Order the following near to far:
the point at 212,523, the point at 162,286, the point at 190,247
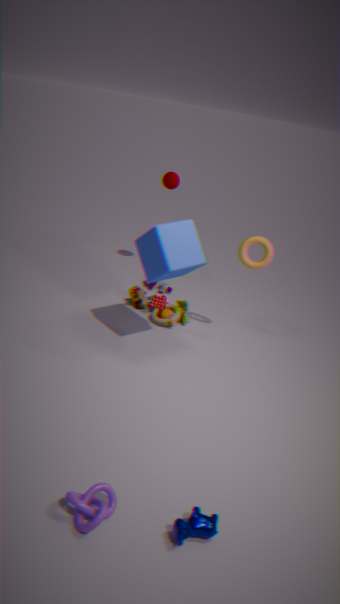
1. the point at 212,523
2. the point at 190,247
3. the point at 162,286
